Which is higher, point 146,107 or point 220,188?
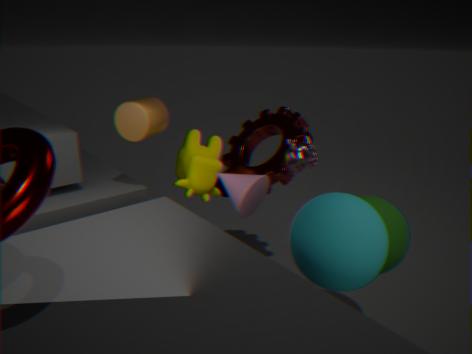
point 146,107
